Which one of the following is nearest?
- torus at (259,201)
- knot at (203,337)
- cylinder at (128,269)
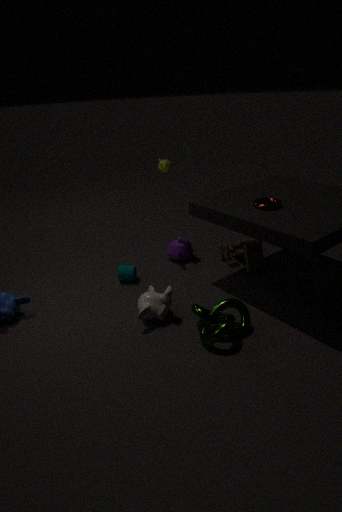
knot at (203,337)
